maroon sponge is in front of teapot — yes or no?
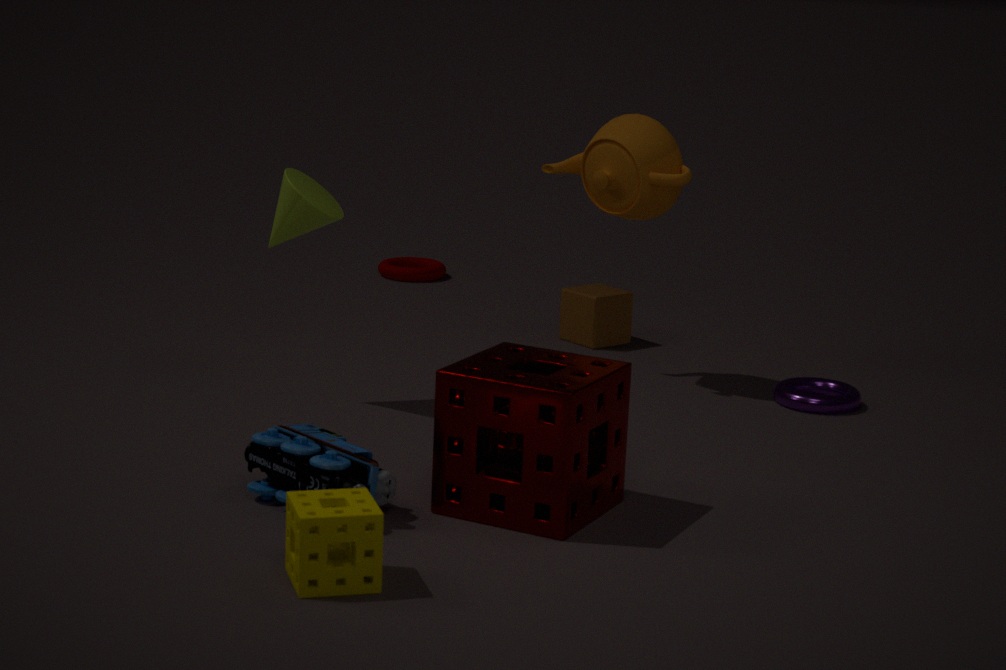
Yes
